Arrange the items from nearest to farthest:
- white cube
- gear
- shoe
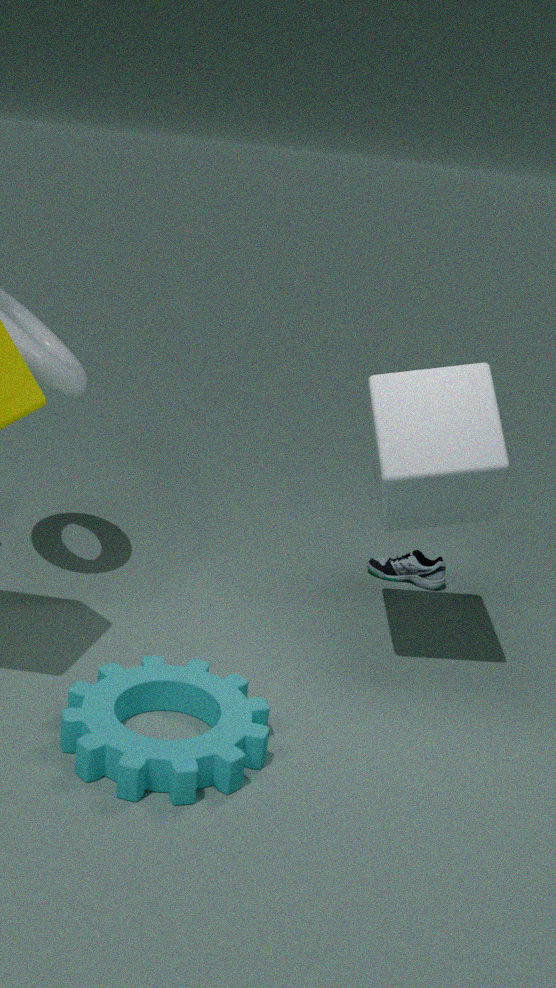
gear, white cube, shoe
